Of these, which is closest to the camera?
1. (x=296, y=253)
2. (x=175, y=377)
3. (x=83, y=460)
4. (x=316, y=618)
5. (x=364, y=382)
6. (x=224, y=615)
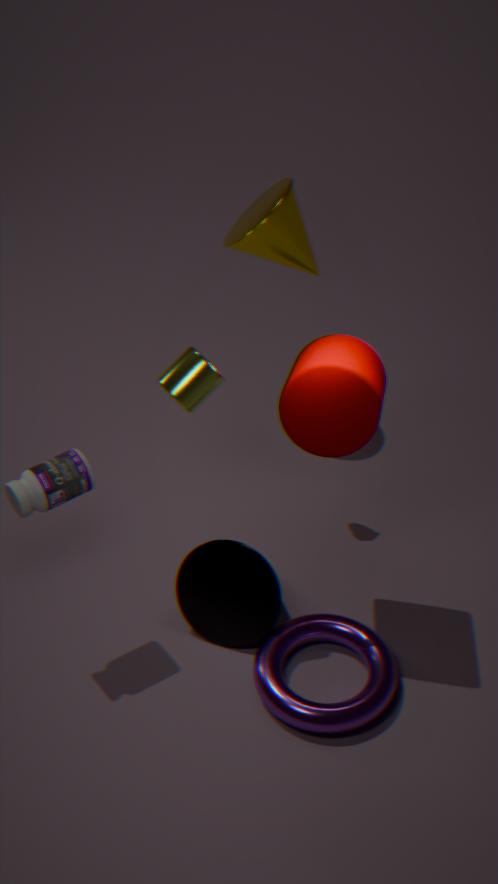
(x=364, y=382)
